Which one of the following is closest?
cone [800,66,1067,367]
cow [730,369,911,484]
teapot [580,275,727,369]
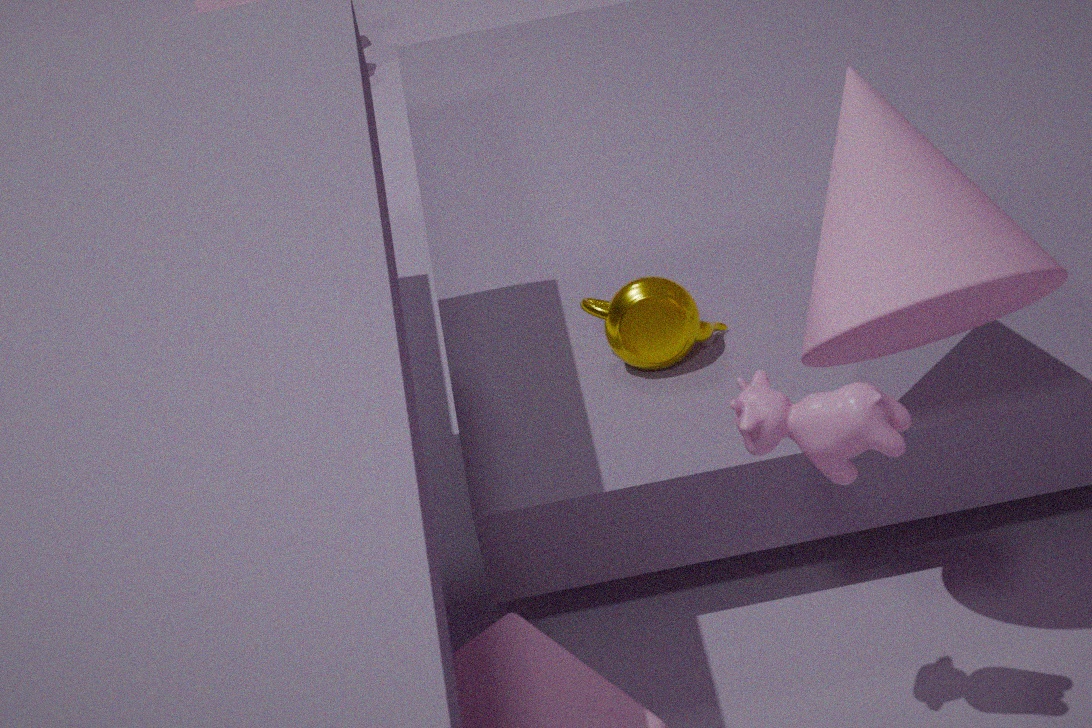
cow [730,369,911,484]
